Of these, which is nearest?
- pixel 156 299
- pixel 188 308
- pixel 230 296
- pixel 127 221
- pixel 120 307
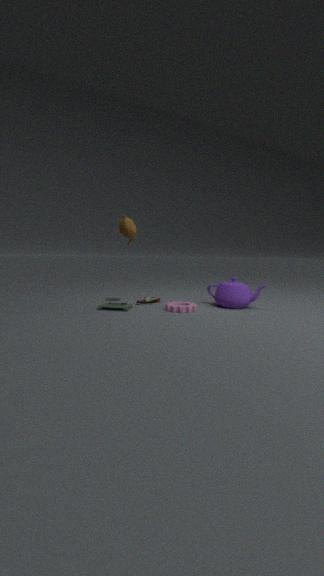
pixel 188 308
